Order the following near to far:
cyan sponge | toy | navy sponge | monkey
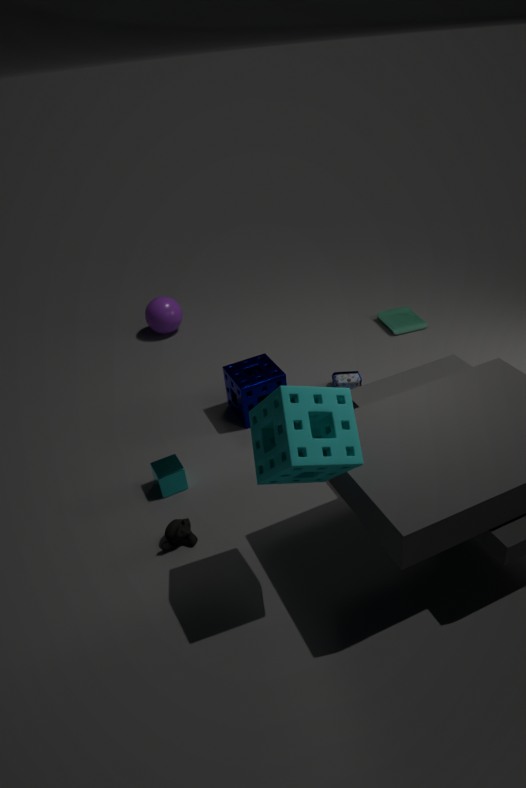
cyan sponge
monkey
navy sponge
toy
